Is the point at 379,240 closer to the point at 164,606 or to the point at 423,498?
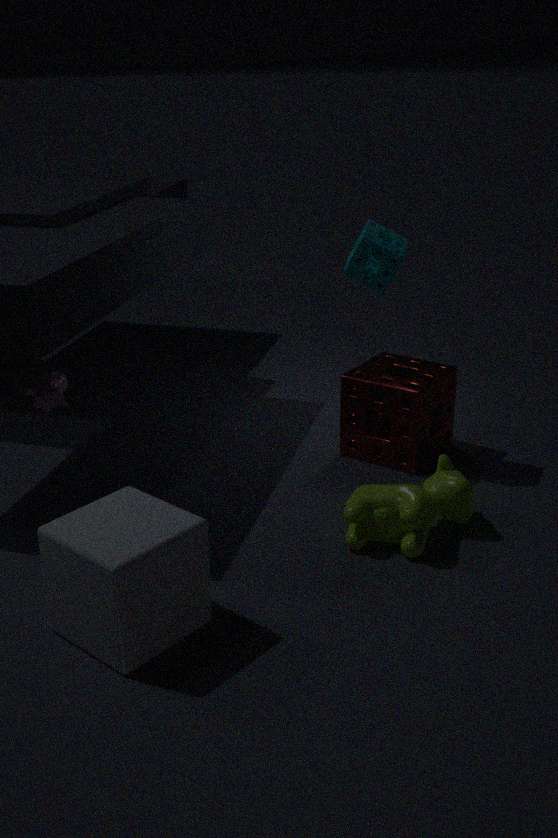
the point at 423,498
